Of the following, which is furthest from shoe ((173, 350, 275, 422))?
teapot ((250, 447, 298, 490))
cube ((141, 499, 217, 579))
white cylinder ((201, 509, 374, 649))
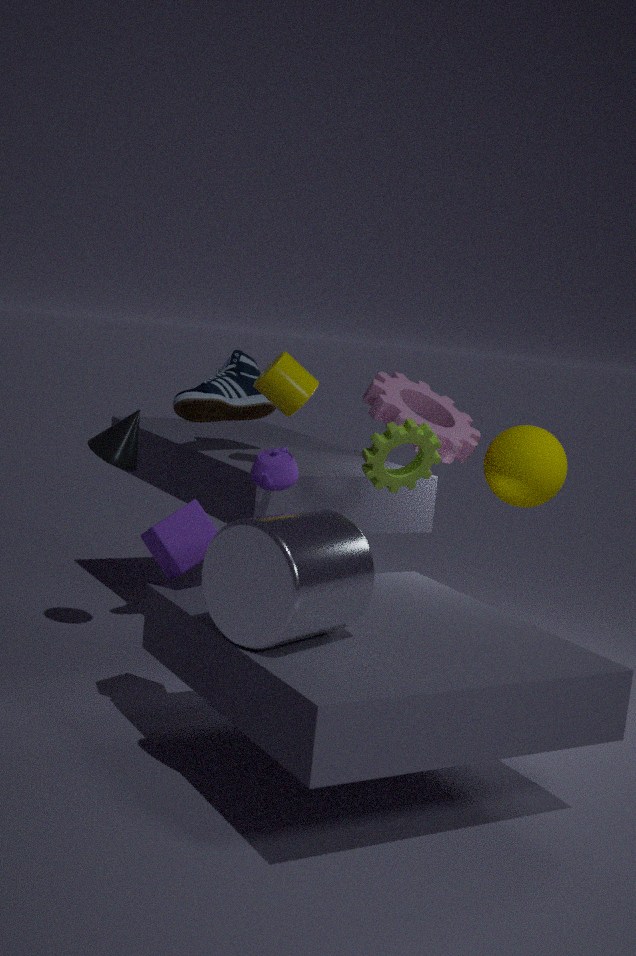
white cylinder ((201, 509, 374, 649))
